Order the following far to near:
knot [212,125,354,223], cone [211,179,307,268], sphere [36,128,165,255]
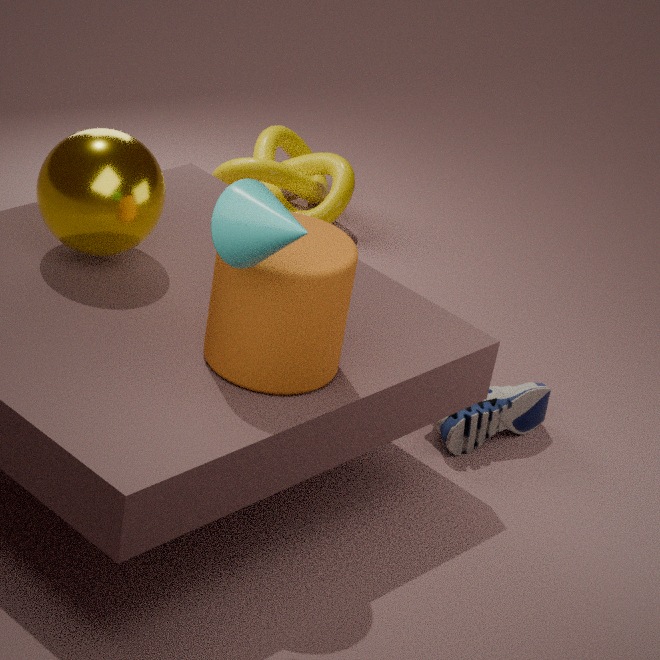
knot [212,125,354,223], sphere [36,128,165,255], cone [211,179,307,268]
